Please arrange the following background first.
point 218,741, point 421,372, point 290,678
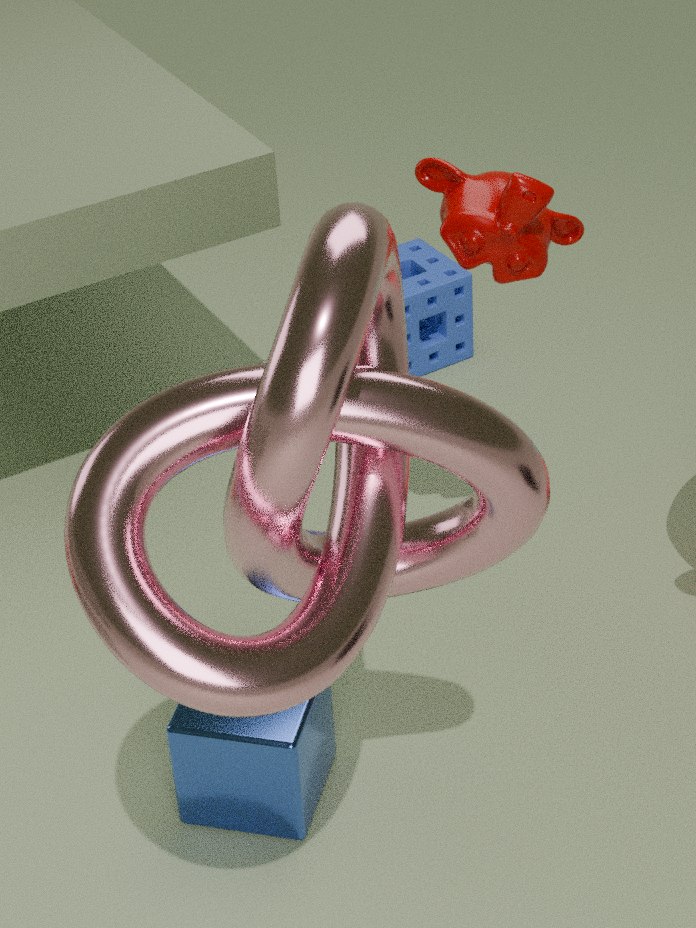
point 421,372 < point 218,741 < point 290,678
